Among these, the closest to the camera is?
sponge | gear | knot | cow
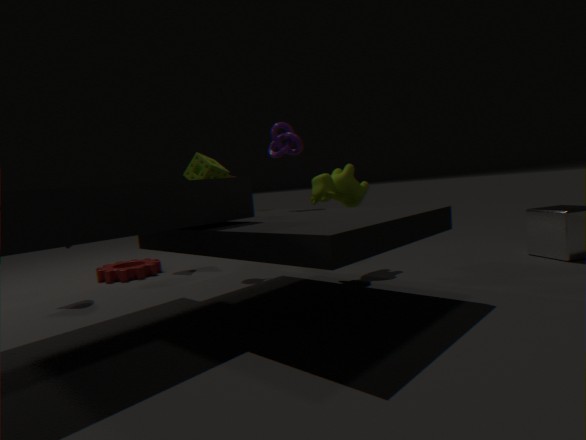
sponge
